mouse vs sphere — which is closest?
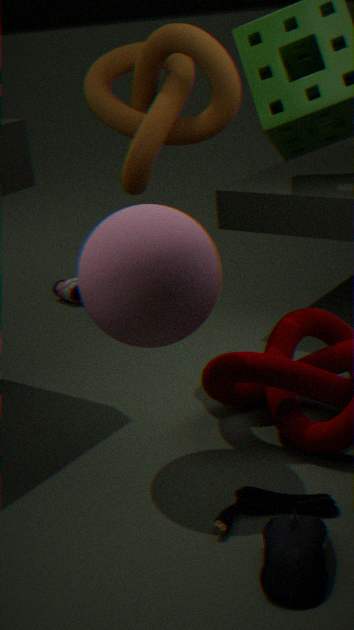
mouse
